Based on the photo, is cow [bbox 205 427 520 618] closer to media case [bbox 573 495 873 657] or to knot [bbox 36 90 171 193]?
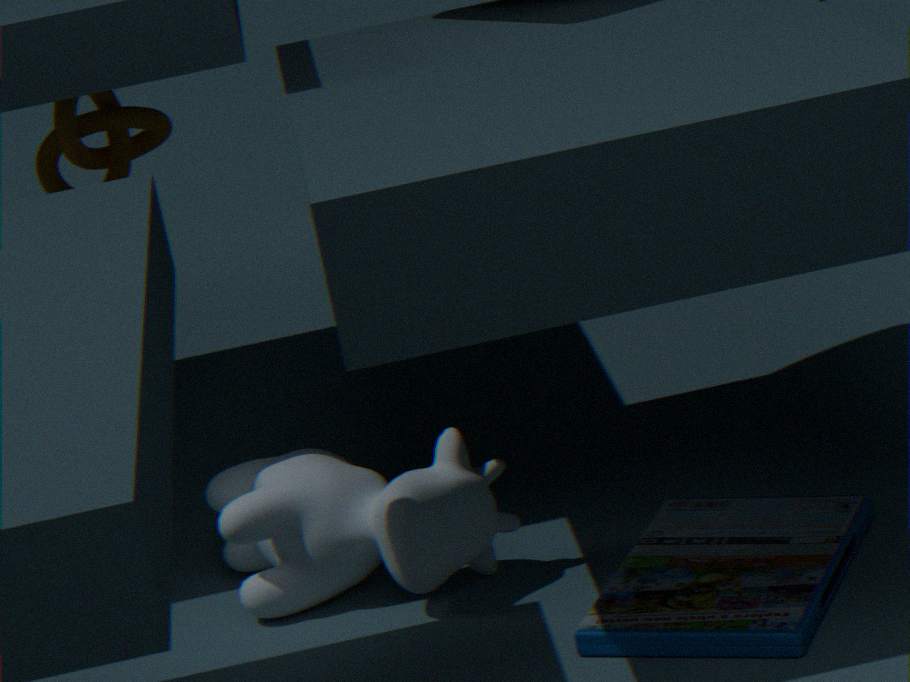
media case [bbox 573 495 873 657]
